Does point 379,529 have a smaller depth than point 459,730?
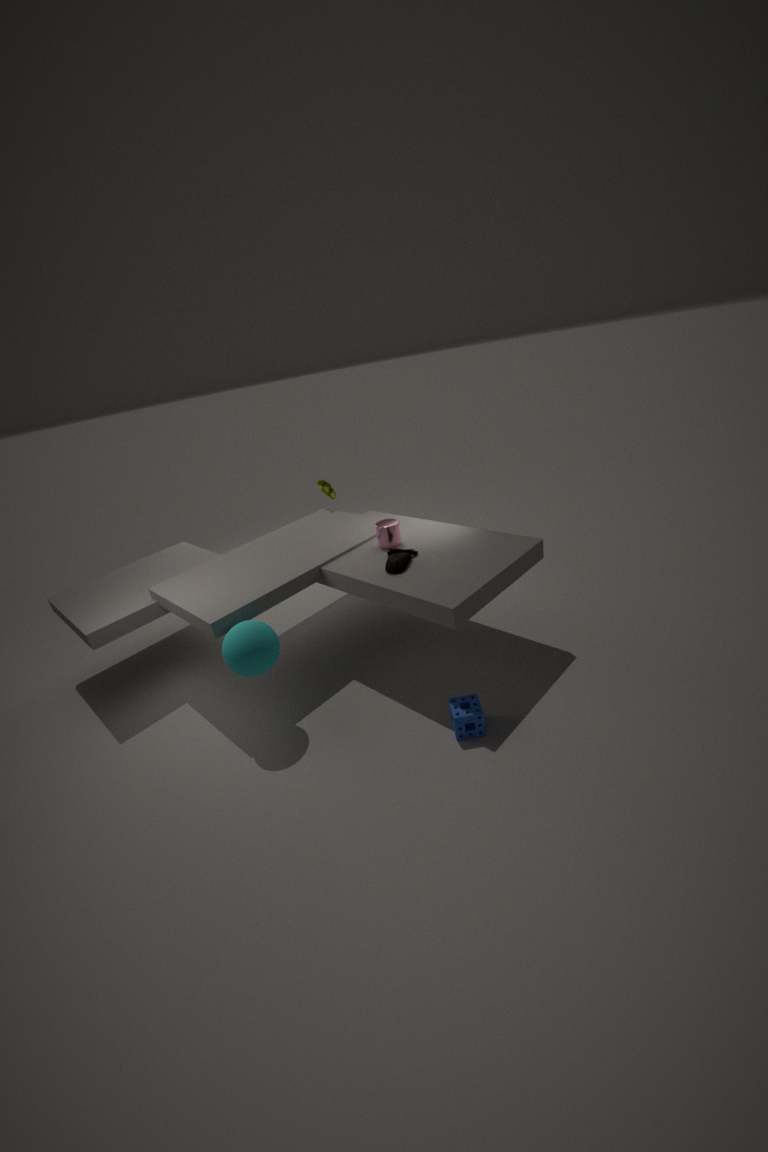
No
